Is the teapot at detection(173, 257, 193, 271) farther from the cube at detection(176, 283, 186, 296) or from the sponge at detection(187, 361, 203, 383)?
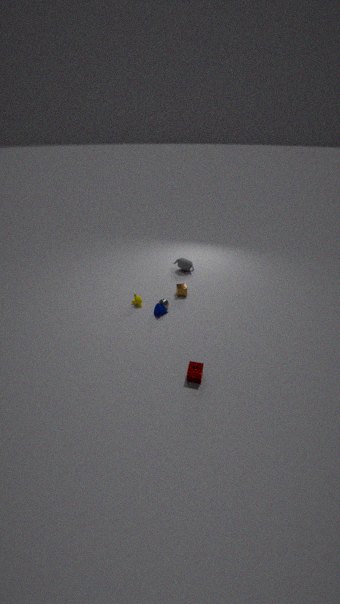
the sponge at detection(187, 361, 203, 383)
